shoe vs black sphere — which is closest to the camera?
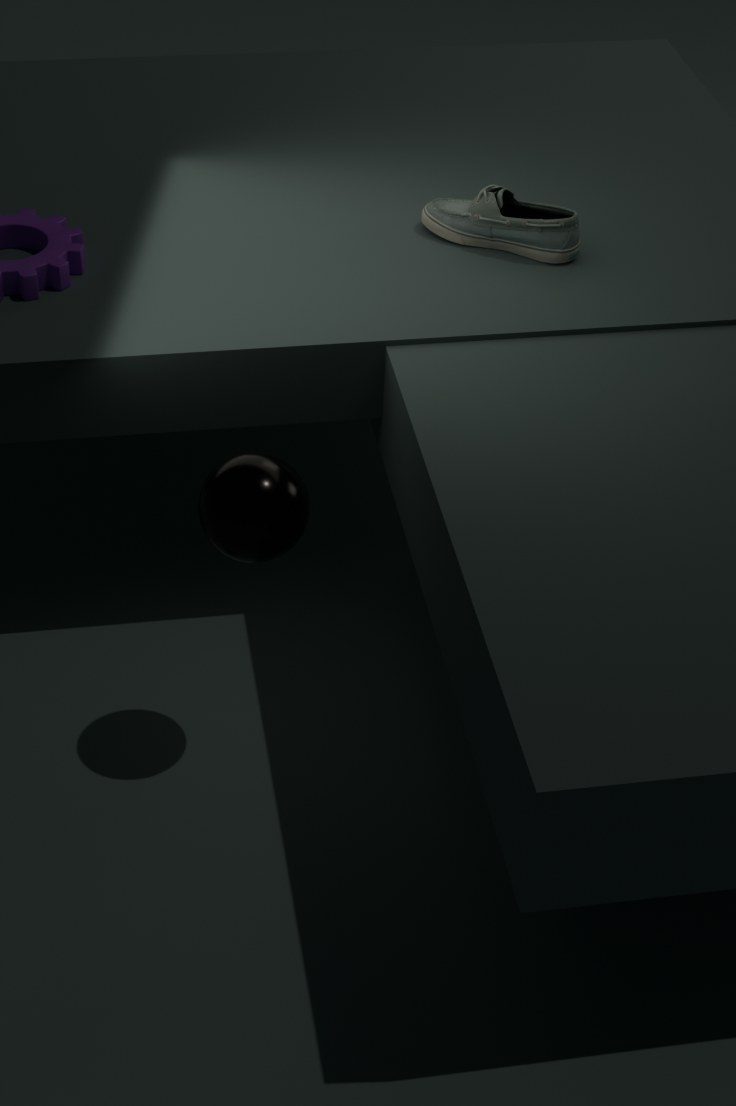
black sphere
